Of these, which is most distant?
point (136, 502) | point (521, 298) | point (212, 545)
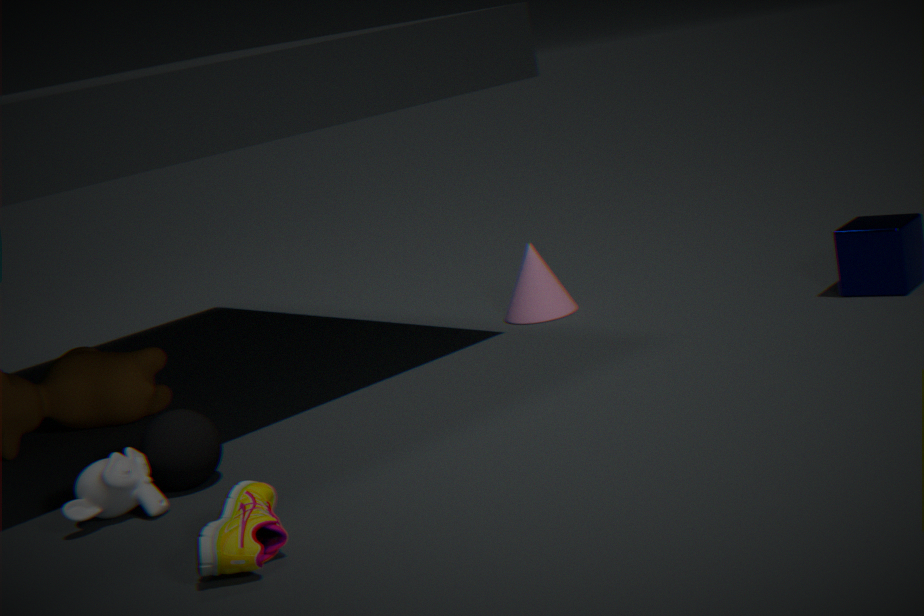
point (521, 298)
